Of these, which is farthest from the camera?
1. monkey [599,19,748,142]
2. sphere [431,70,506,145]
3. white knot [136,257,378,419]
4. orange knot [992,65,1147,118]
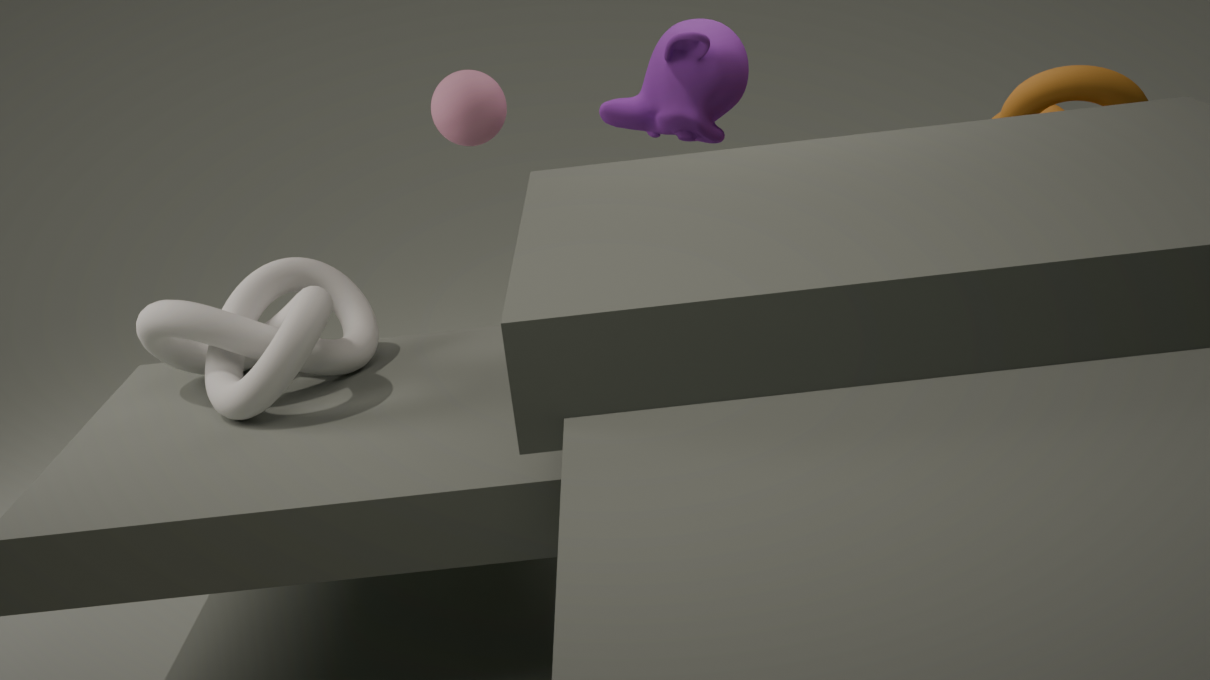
monkey [599,19,748,142]
